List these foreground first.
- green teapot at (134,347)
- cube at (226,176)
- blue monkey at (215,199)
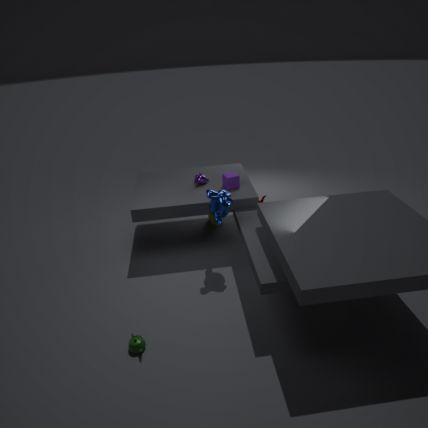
green teapot at (134,347) → blue monkey at (215,199) → cube at (226,176)
